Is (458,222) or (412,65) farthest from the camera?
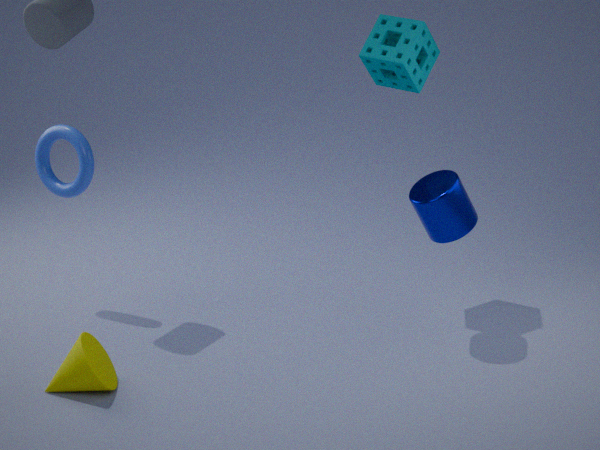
(412,65)
